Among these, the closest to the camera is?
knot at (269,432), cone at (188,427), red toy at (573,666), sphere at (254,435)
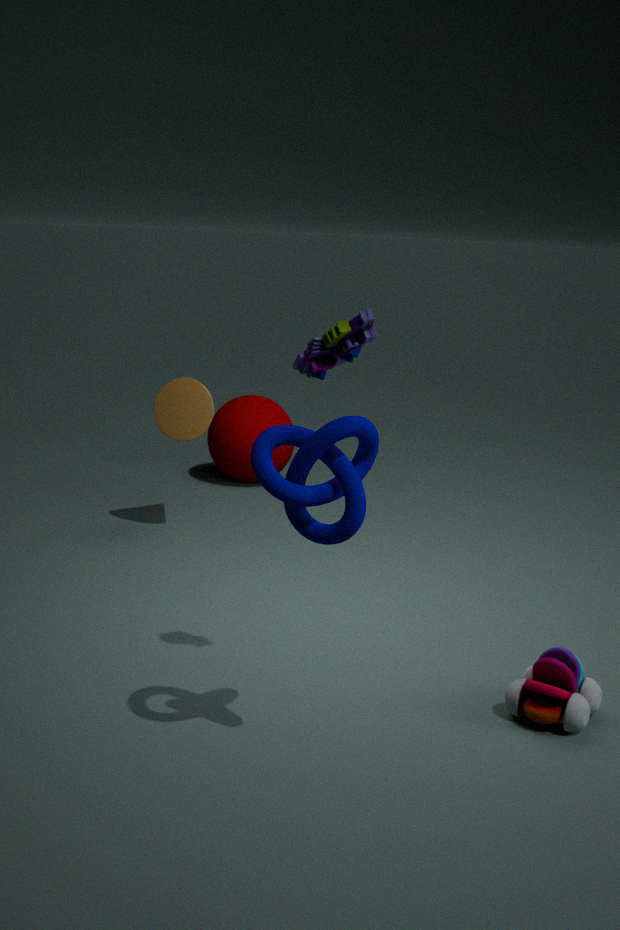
knot at (269,432)
